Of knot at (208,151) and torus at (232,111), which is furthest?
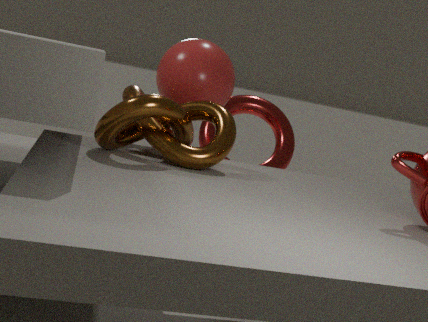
torus at (232,111)
